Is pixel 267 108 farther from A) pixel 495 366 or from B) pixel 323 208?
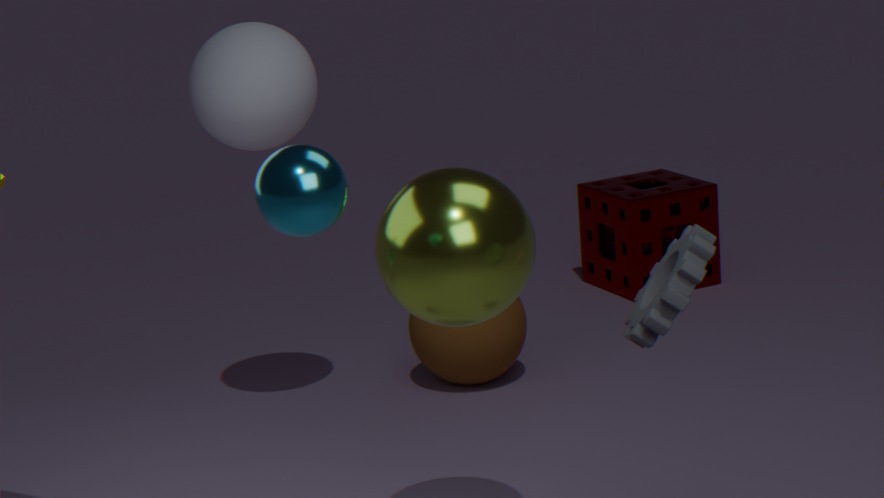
B) pixel 323 208
